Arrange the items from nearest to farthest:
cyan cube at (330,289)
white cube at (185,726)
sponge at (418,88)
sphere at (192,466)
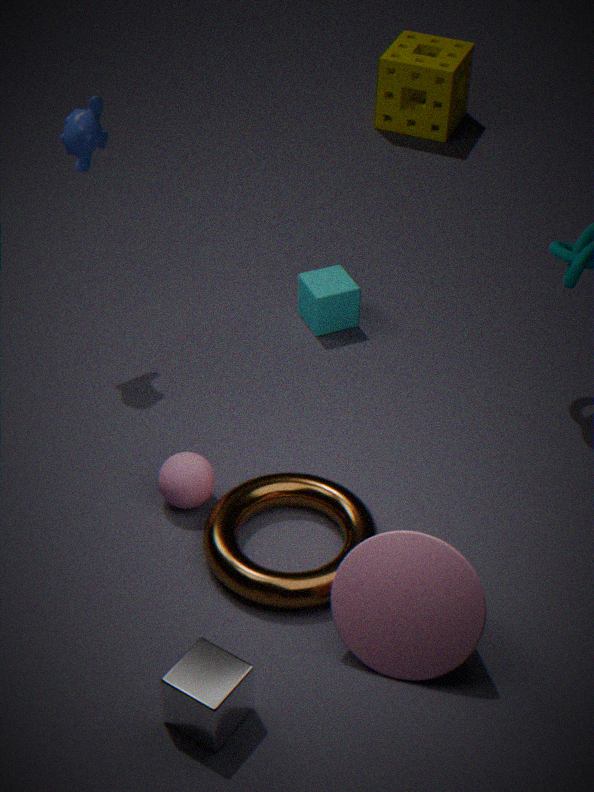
1. white cube at (185,726)
2. sphere at (192,466)
3. cyan cube at (330,289)
4. sponge at (418,88)
